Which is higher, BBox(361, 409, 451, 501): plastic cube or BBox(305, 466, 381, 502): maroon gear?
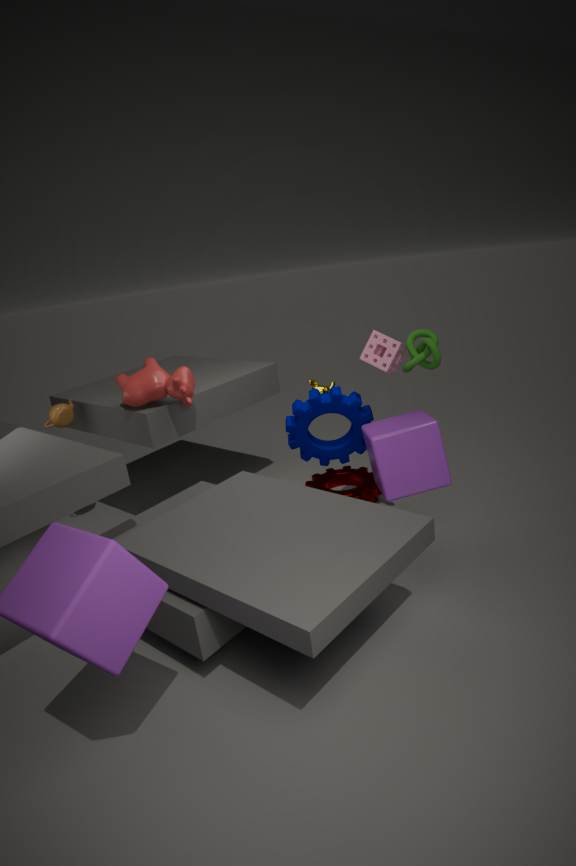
BBox(361, 409, 451, 501): plastic cube
